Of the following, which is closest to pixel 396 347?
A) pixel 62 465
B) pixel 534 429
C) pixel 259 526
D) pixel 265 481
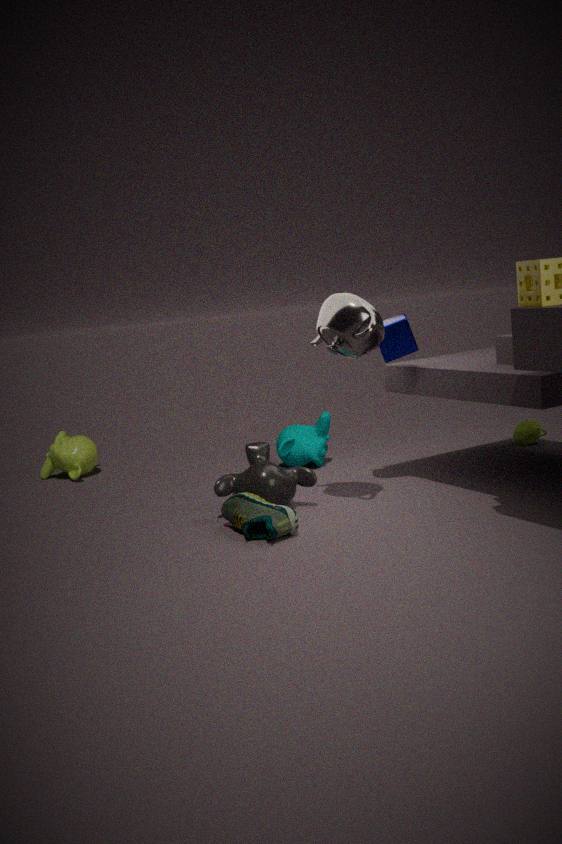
pixel 265 481
